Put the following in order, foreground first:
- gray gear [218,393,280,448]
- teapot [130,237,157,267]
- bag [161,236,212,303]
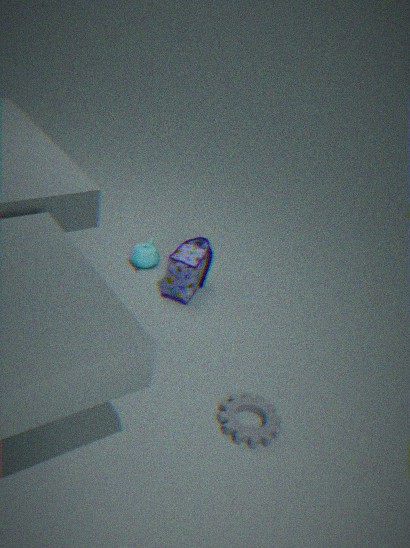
gray gear [218,393,280,448] → bag [161,236,212,303] → teapot [130,237,157,267]
